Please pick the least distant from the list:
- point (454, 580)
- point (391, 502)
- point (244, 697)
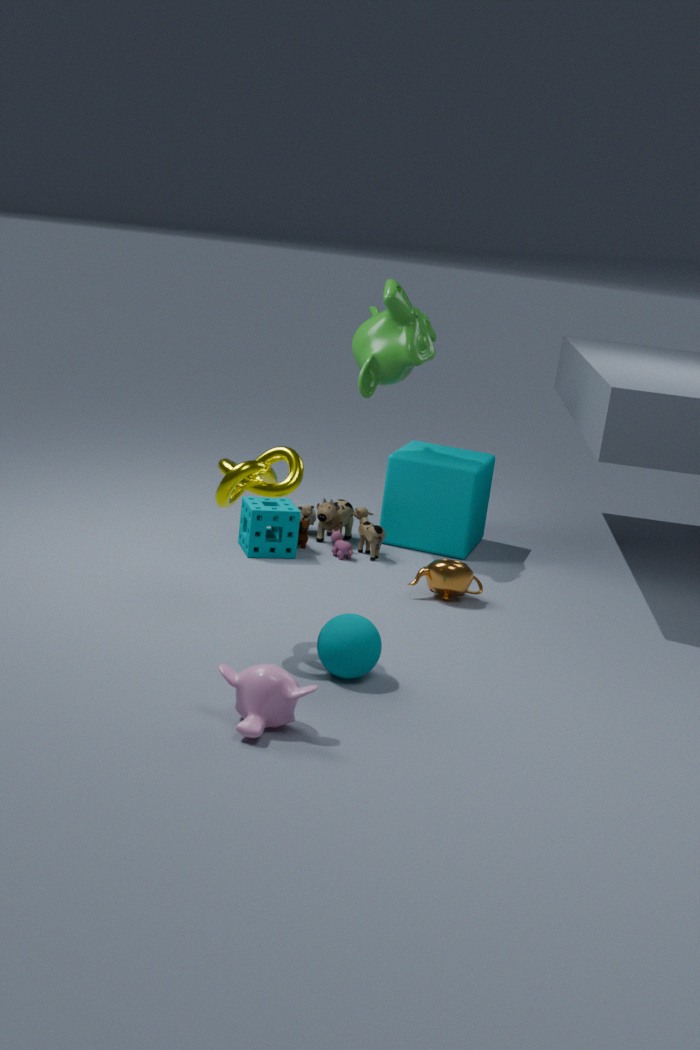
point (244, 697)
